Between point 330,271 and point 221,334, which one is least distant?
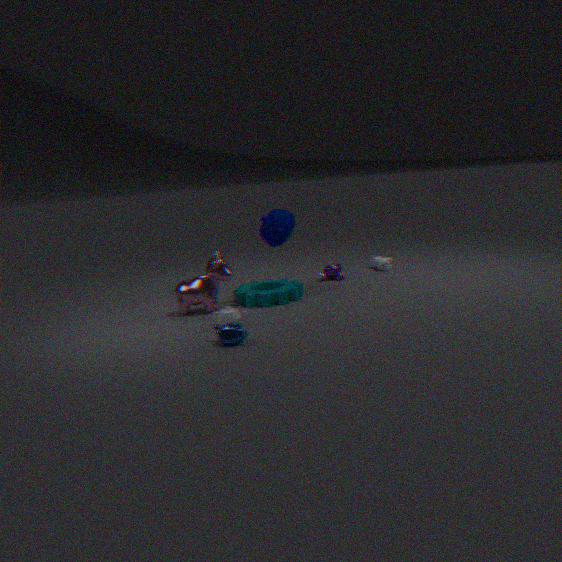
point 221,334
